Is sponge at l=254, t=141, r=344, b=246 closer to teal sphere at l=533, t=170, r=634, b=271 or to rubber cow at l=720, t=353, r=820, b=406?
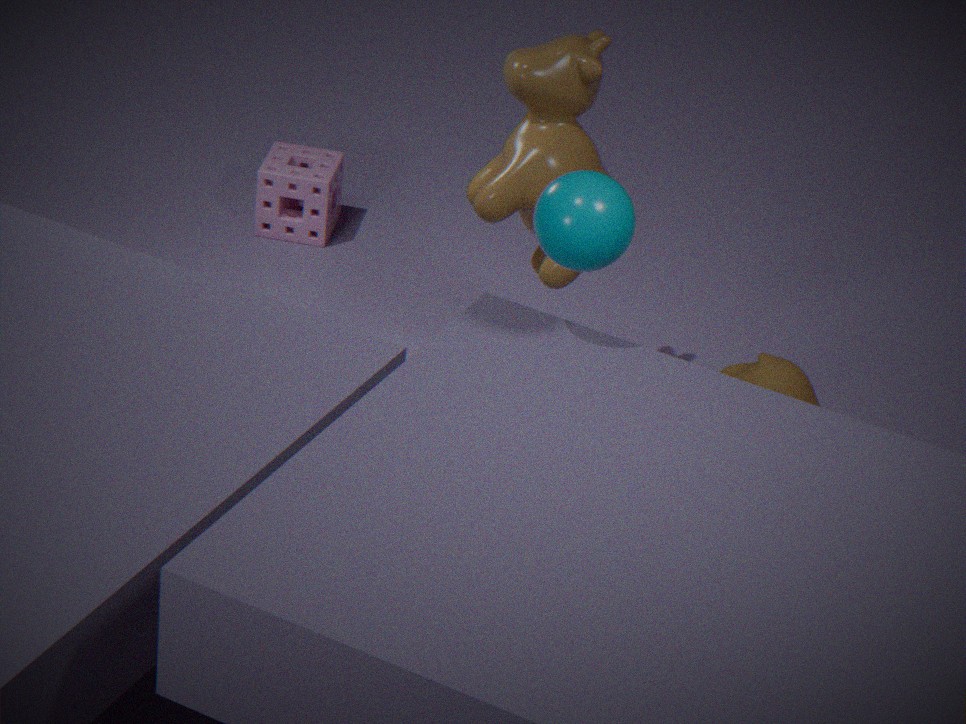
rubber cow at l=720, t=353, r=820, b=406
